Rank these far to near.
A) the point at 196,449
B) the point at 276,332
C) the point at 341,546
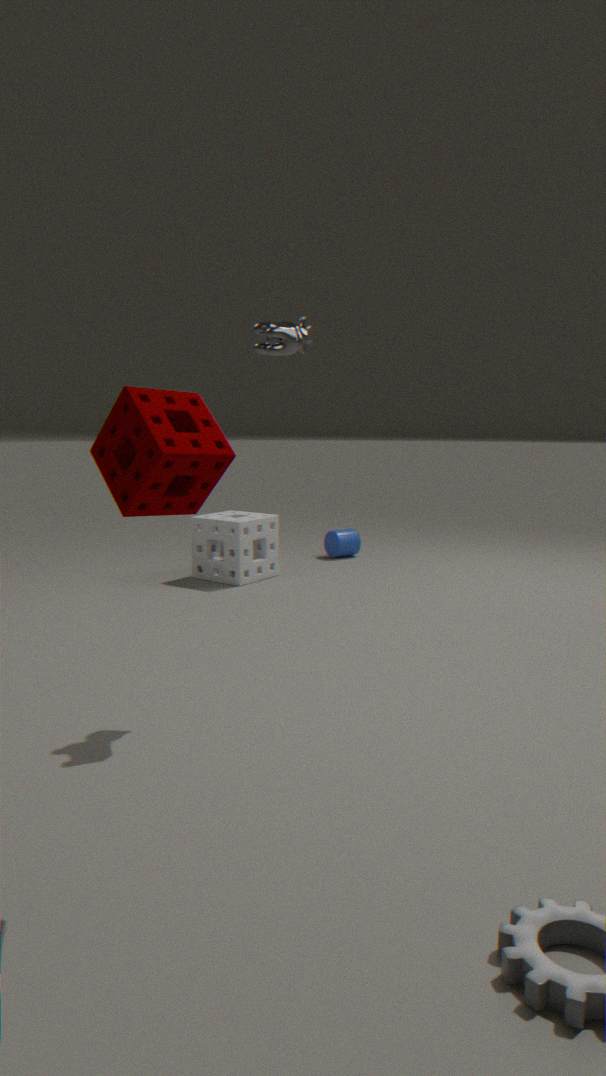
the point at 341,546
the point at 276,332
the point at 196,449
